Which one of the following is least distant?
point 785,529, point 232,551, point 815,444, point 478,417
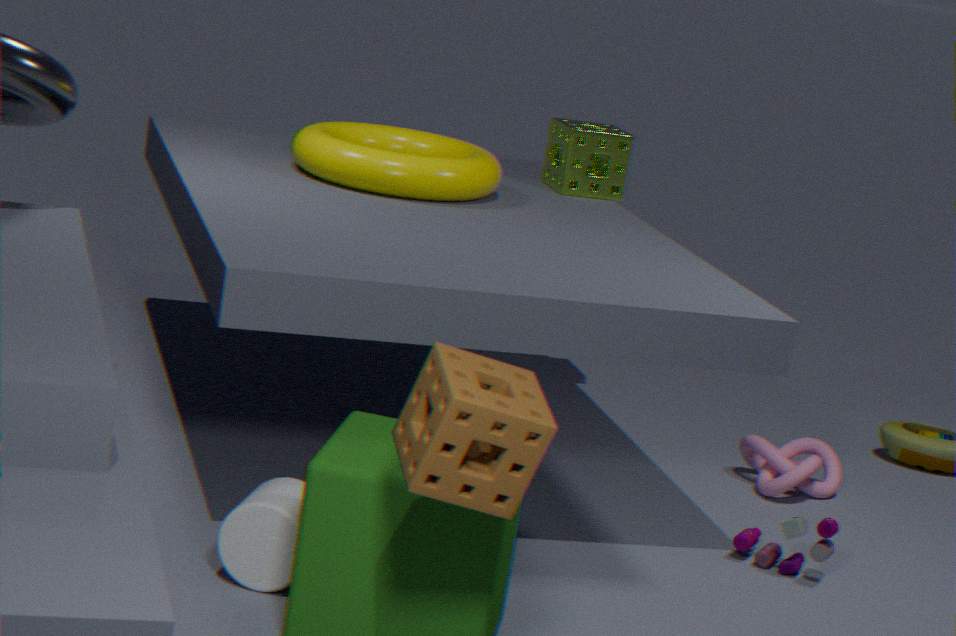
point 478,417
